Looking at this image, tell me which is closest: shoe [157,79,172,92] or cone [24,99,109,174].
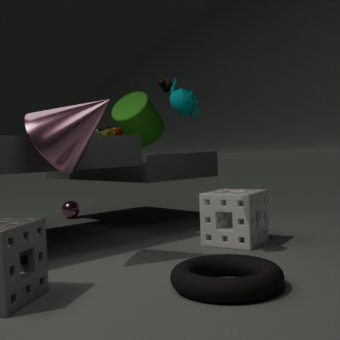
cone [24,99,109,174]
